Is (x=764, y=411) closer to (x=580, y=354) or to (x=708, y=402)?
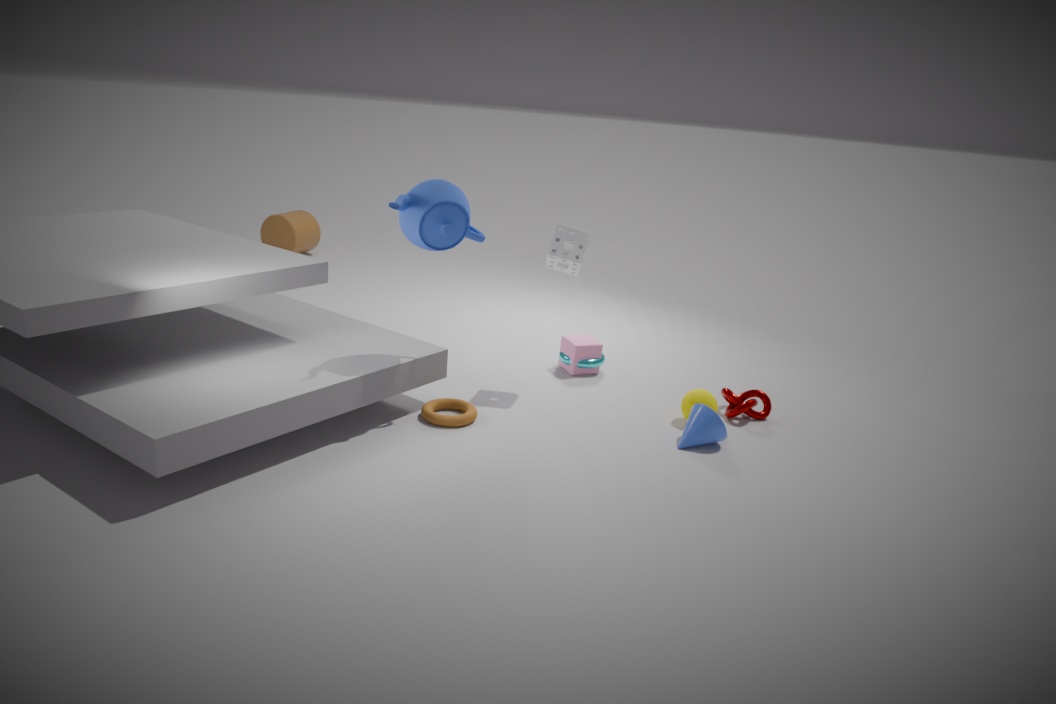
(x=708, y=402)
